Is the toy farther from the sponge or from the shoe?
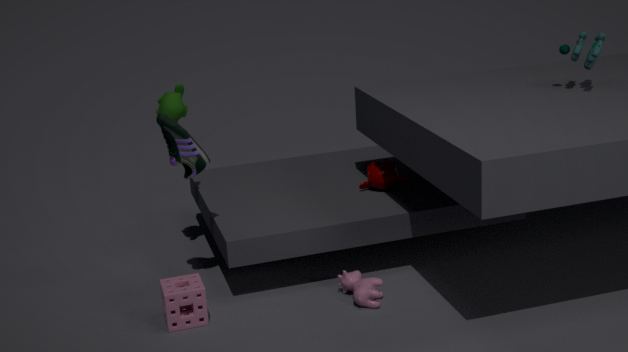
the sponge
